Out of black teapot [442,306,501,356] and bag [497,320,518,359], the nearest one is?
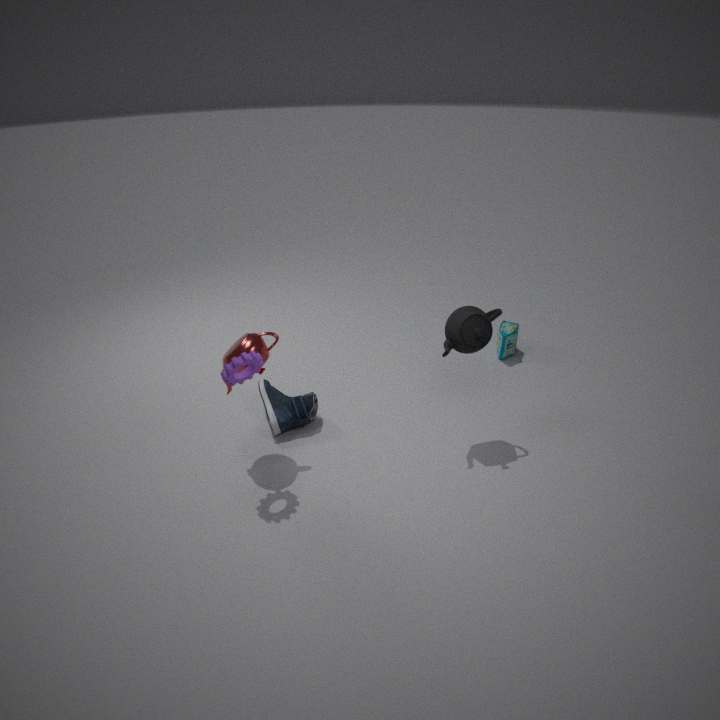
black teapot [442,306,501,356]
